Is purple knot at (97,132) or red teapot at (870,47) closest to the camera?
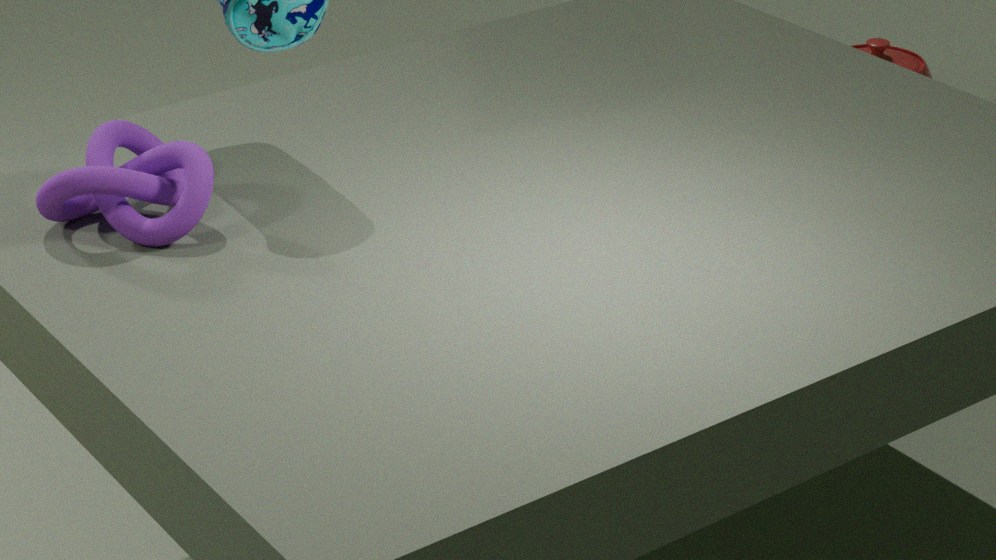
purple knot at (97,132)
